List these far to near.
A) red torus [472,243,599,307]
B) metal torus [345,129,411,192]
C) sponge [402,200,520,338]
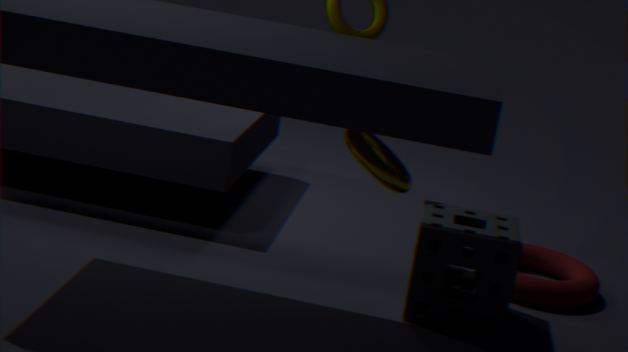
1. red torus [472,243,599,307]
2. sponge [402,200,520,338]
3. metal torus [345,129,411,192]
